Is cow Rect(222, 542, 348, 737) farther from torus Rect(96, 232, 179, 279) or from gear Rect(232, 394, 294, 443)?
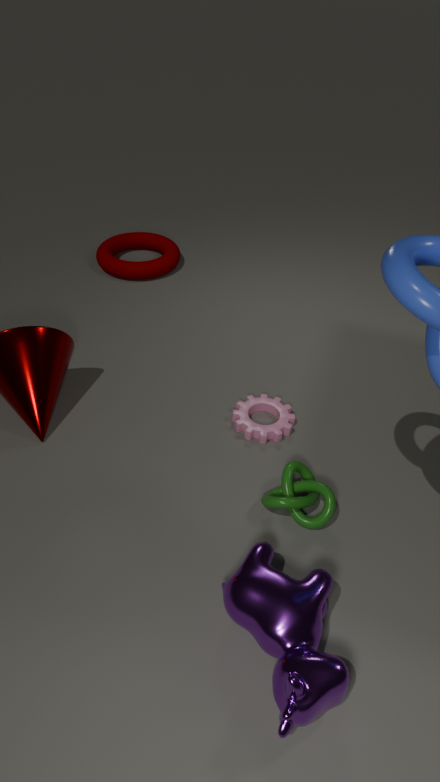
torus Rect(96, 232, 179, 279)
